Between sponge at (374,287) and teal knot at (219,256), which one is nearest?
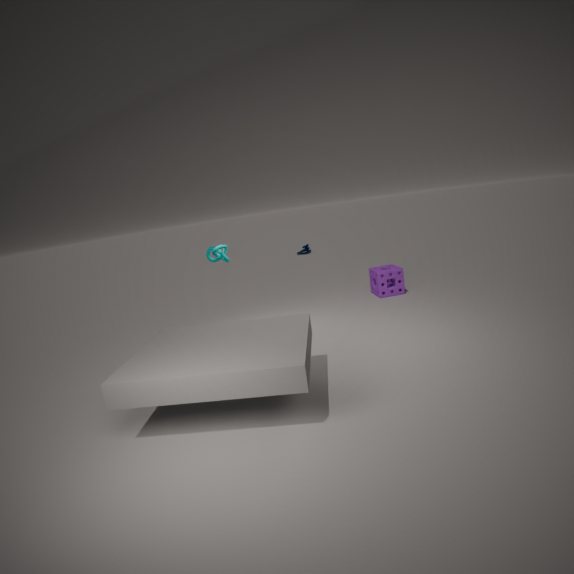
teal knot at (219,256)
